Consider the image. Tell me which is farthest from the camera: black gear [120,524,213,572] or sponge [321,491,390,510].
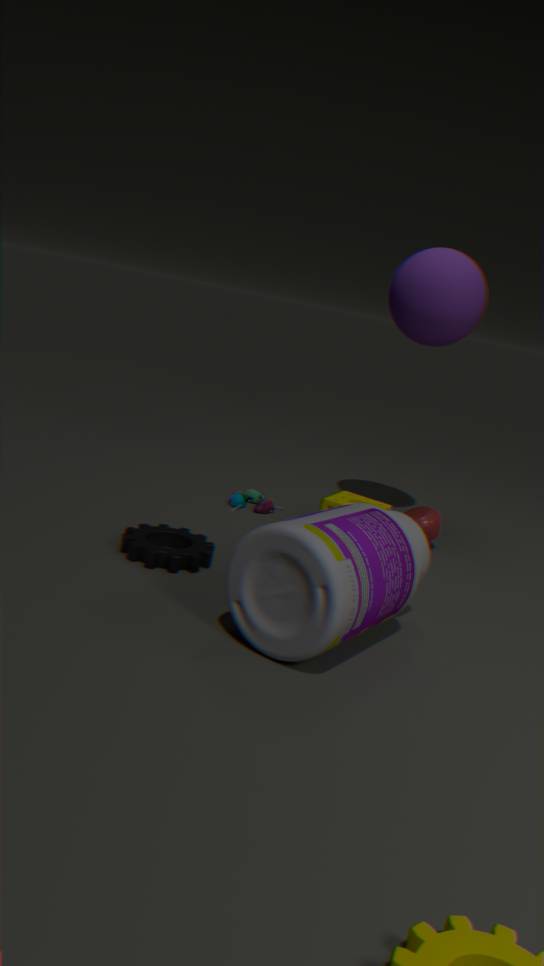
sponge [321,491,390,510]
